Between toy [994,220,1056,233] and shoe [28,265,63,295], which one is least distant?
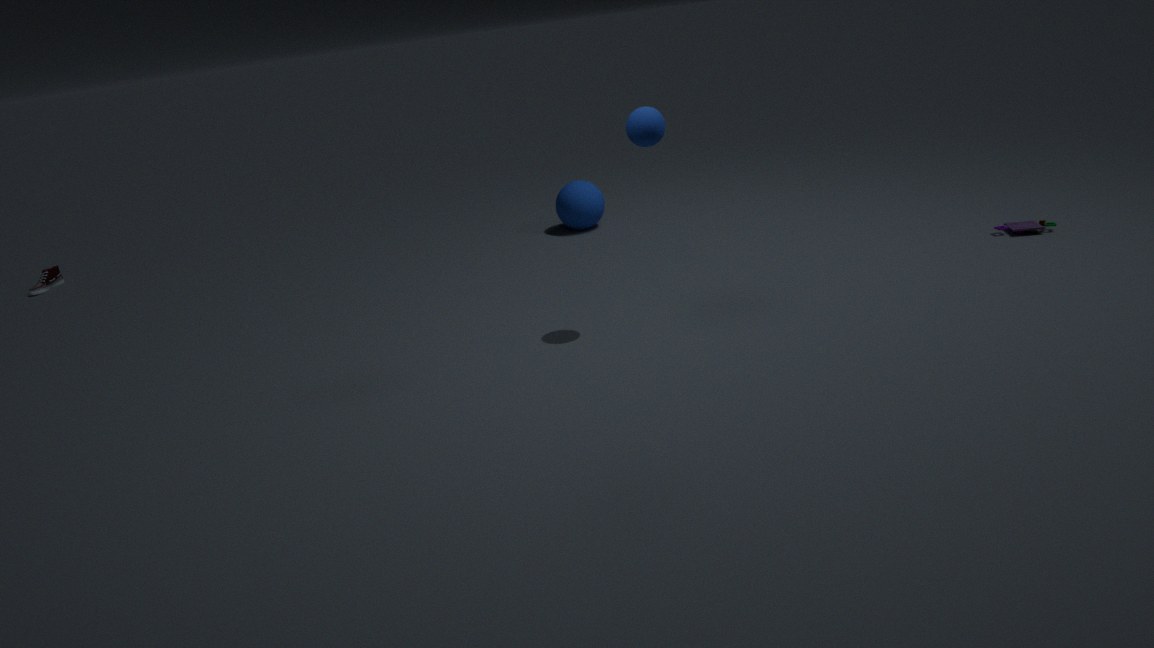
toy [994,220,1056,233]
